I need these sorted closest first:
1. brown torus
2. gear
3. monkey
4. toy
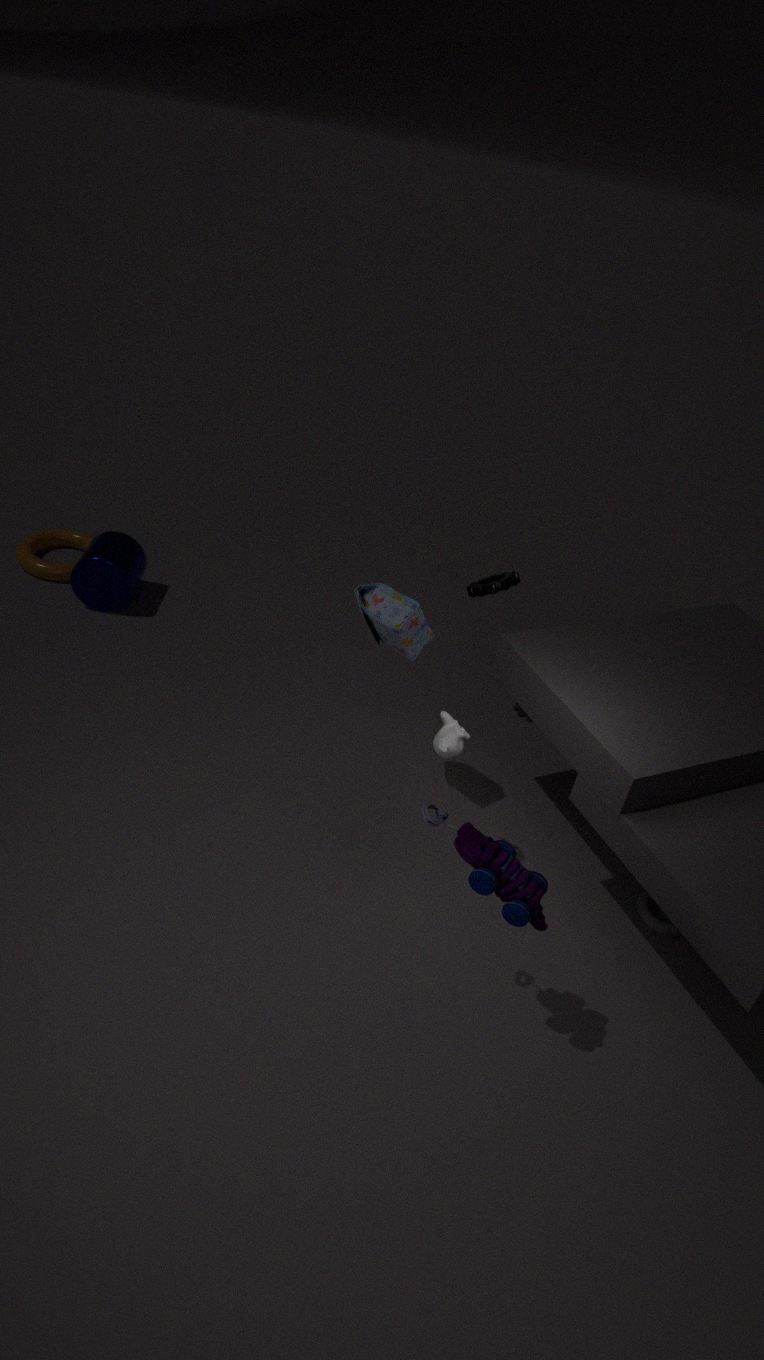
1. toy
2. monkey
3. gear
4. brown torus
